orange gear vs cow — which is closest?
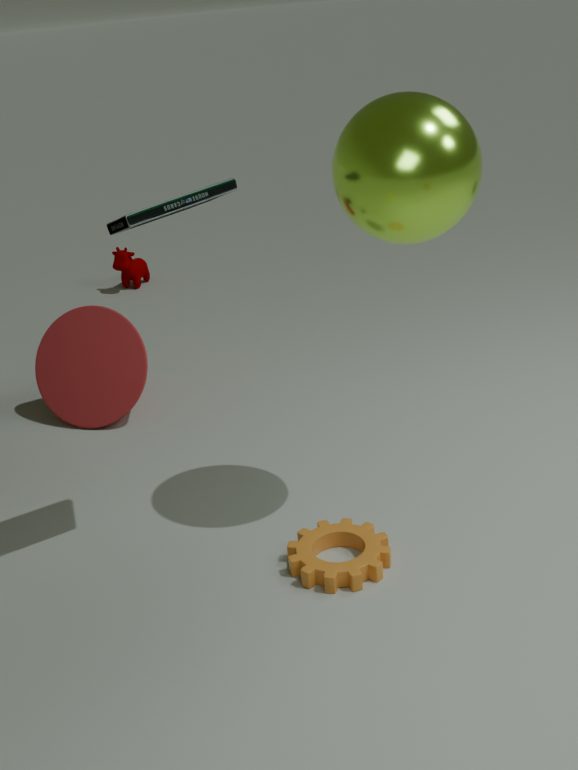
orange gear
